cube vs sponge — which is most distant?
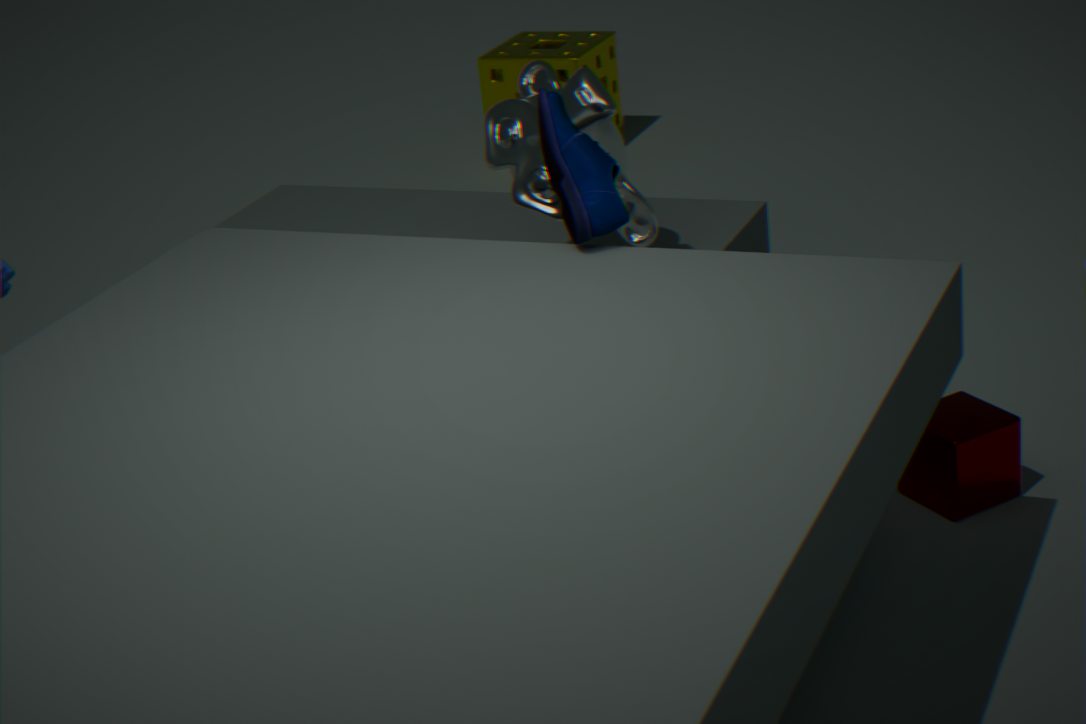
sponge
